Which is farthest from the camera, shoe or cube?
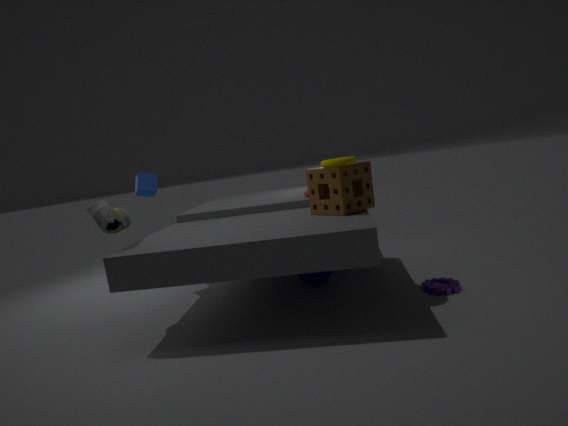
cube
